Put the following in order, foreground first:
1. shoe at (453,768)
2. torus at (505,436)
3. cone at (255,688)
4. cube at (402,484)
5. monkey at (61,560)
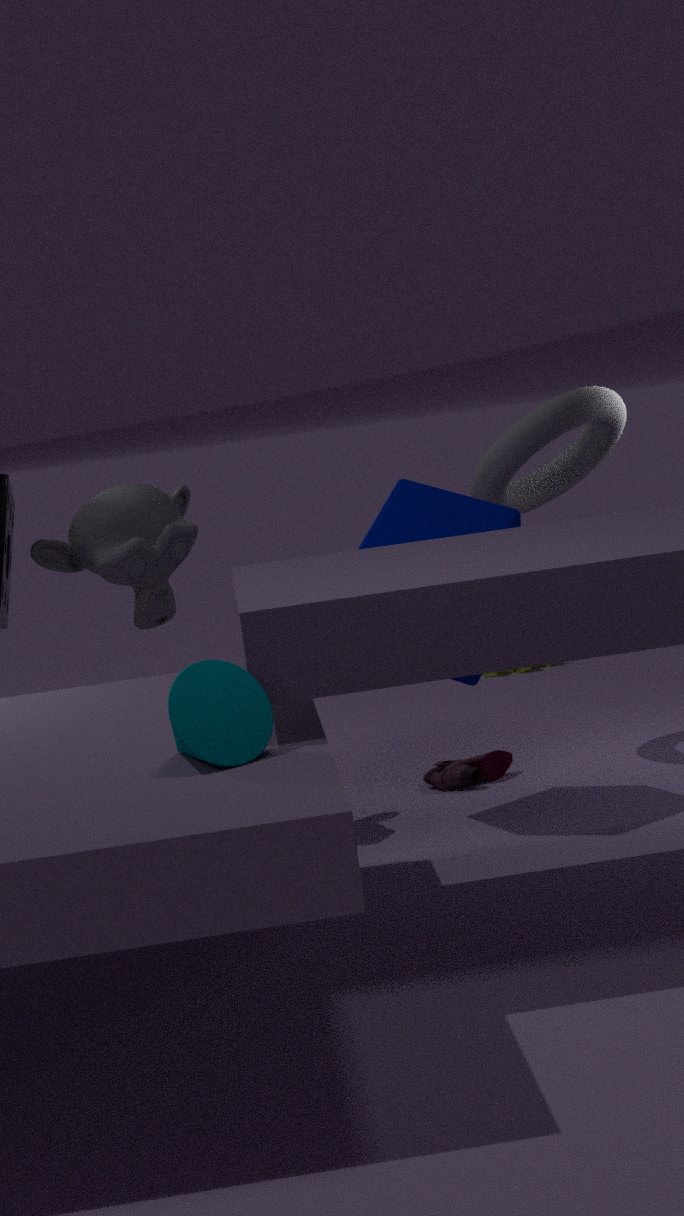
1. cone at (255,688)
2. cube at (402,484)
3. monkey at (61,560)
4. torus at (505,436)
5. shoe at (453,768)
